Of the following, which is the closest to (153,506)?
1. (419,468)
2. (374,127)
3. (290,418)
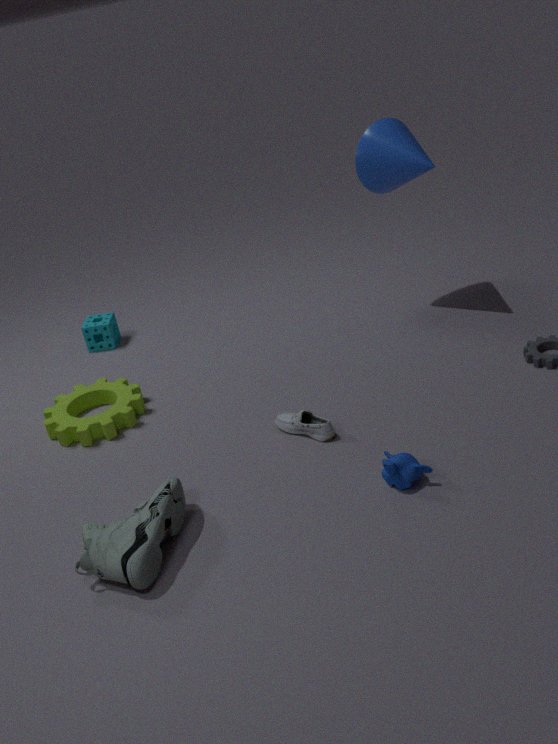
(290,418)
